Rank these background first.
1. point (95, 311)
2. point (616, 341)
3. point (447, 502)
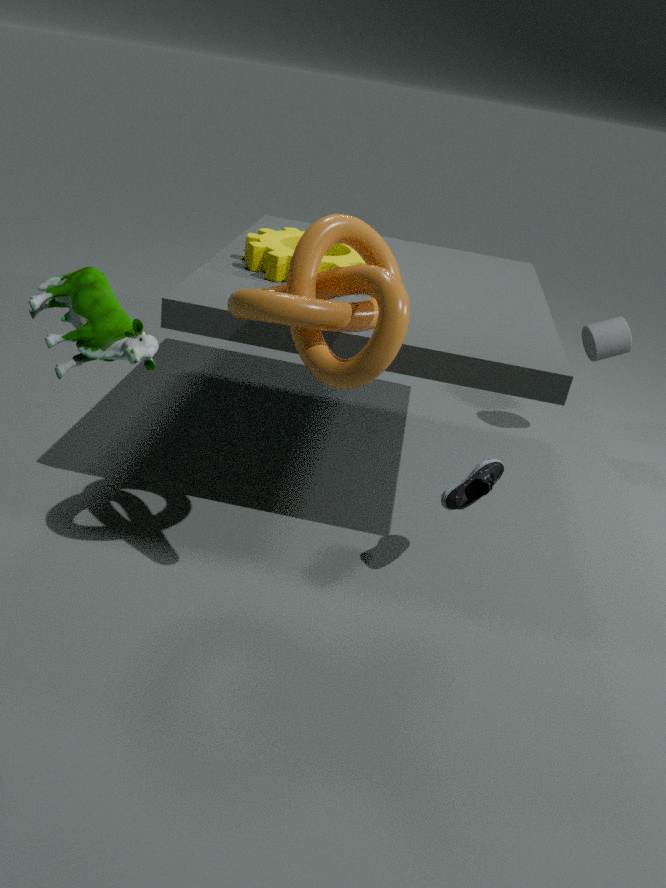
1. point (616, 341)
2. point (447, 502)
3. point (95, 311)
